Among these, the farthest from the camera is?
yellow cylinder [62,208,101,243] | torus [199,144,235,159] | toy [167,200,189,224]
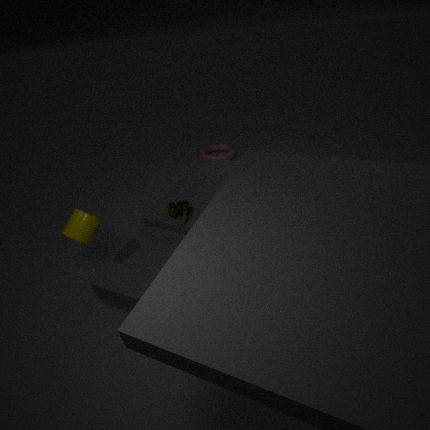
torus [199,144,235,159]
